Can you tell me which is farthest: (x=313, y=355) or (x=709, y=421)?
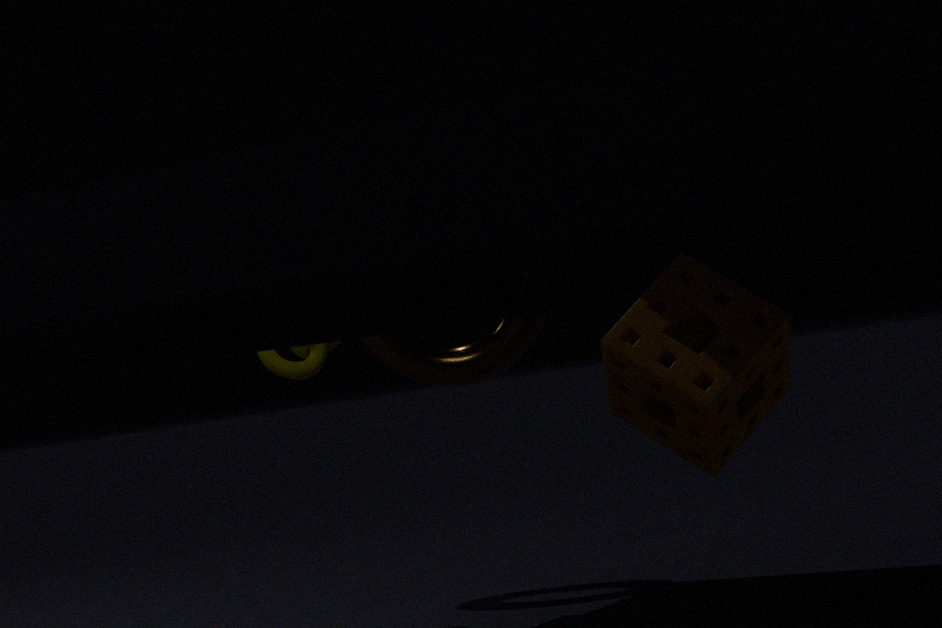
(x=313, y=355)
